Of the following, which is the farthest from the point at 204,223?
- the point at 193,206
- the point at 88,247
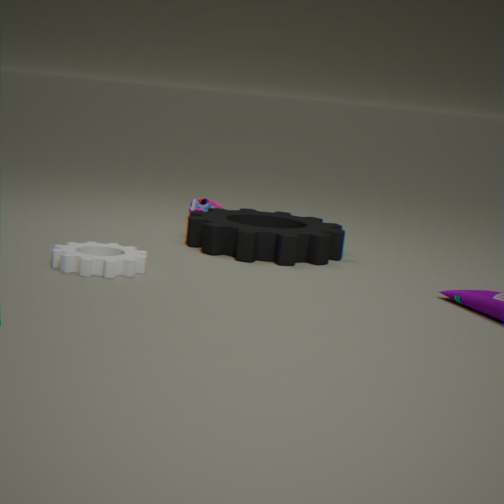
the point at 88,247
